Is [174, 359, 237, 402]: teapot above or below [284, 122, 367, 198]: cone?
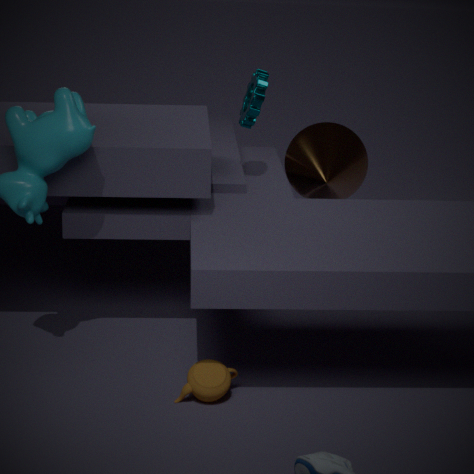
below
